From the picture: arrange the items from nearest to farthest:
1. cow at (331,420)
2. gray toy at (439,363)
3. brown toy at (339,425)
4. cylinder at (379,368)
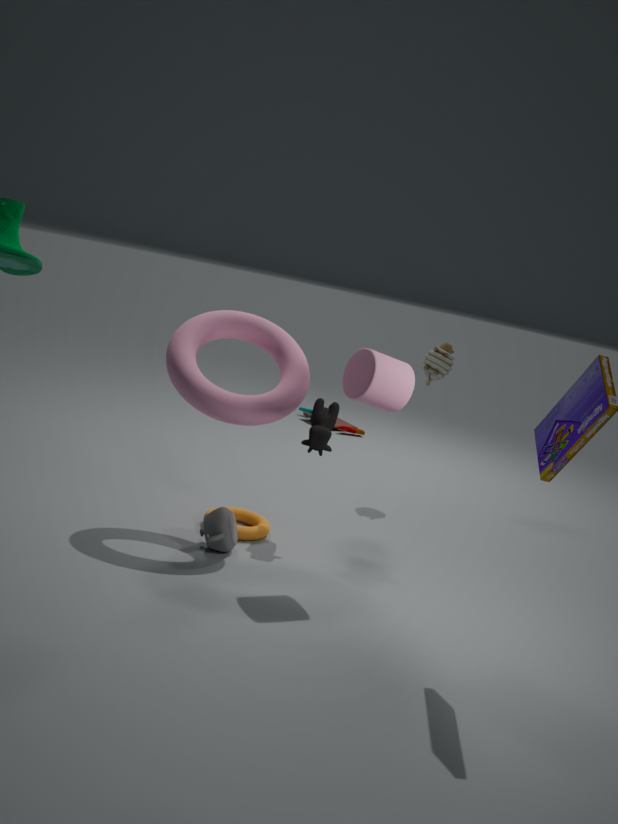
1. cylinder at (379,368)
2. cow at (331,420)
3. gray toy at (439,363)
4. brown toy at (339,425)
